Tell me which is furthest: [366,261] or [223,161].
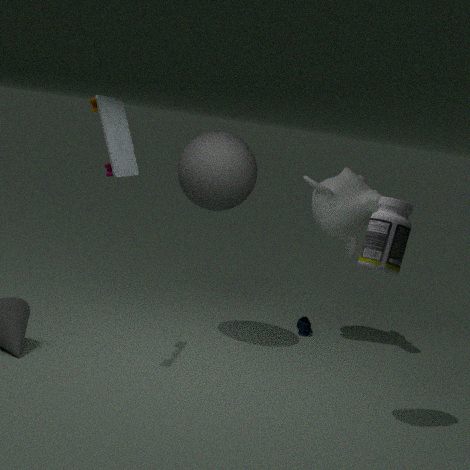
[223,161]
